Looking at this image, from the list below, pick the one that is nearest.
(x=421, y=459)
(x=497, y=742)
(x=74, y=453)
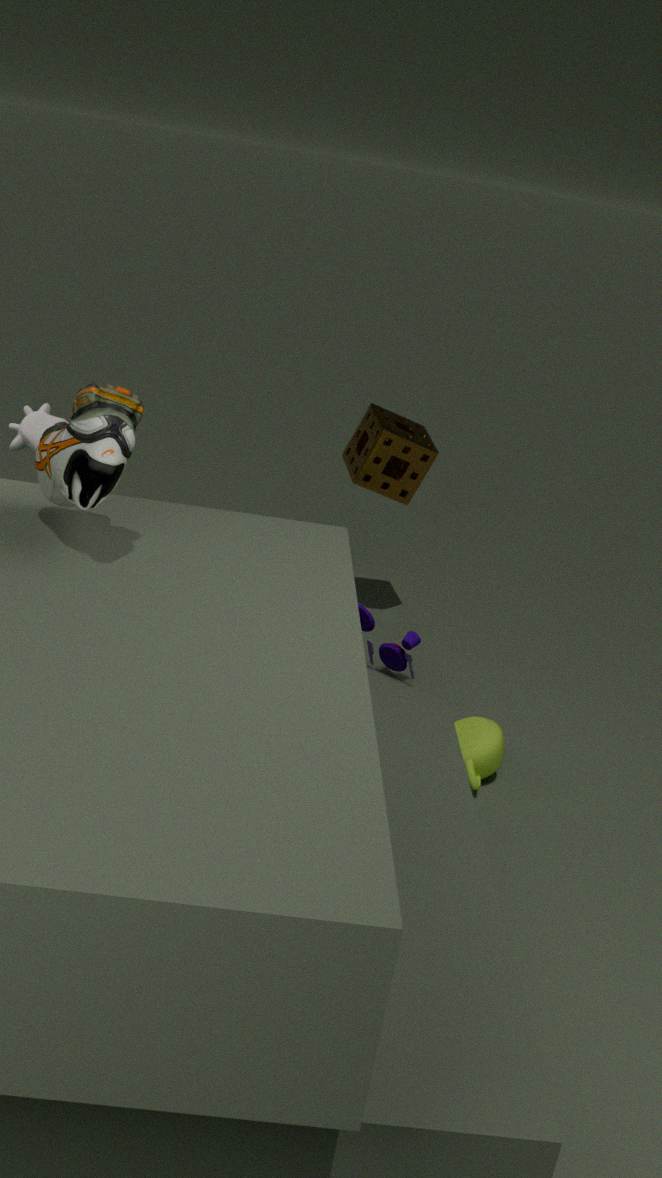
(x=74, y=453)
